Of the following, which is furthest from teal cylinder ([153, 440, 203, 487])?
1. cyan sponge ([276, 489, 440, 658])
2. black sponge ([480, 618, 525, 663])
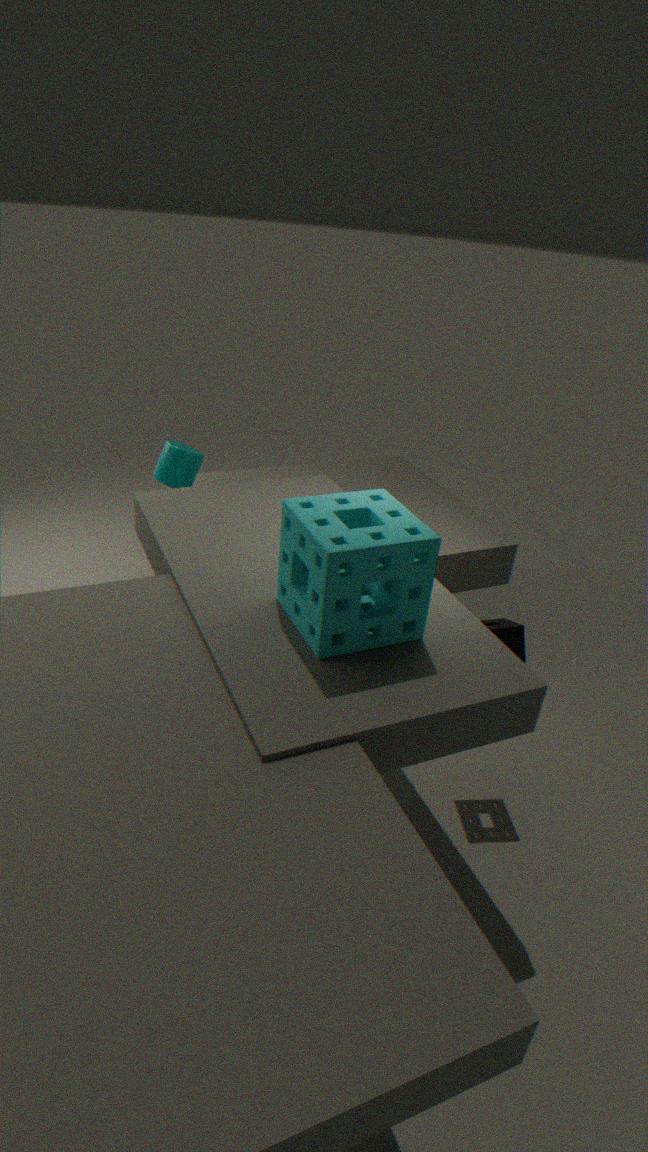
black sponge ([480, 618, 525, 663])
